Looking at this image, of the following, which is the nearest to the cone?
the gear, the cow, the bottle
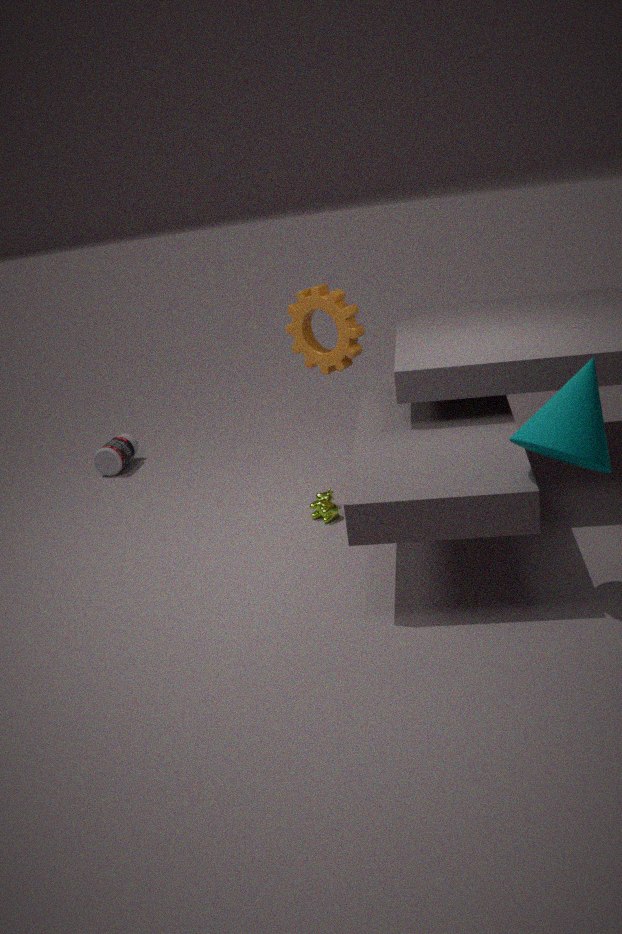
the cow
